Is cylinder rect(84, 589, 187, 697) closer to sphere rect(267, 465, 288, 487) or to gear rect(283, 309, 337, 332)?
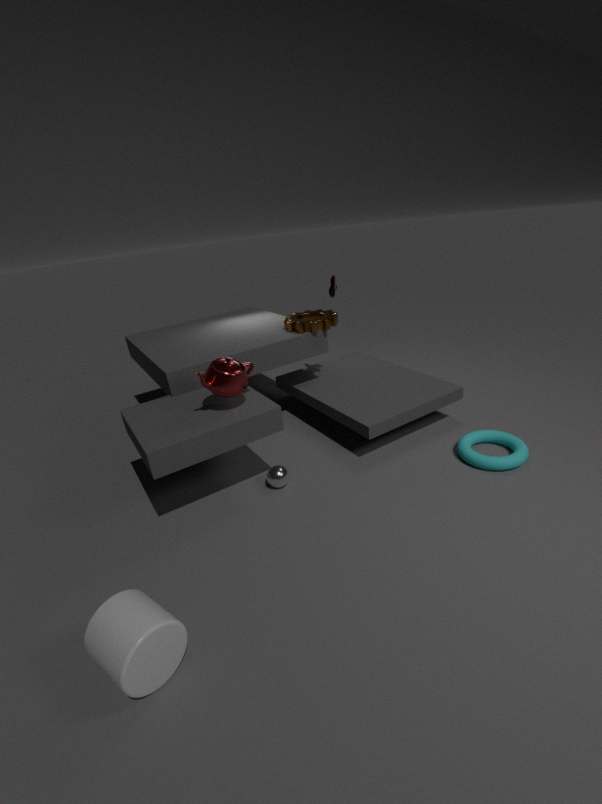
sphere rect(267, 465, 288, 487)
